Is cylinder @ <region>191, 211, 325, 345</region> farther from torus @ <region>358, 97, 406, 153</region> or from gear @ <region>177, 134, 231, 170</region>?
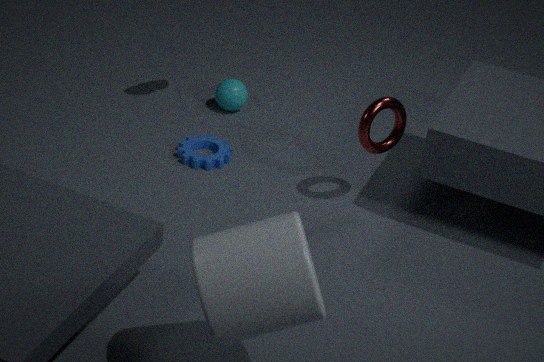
gear @ <region>177, 134, 231, 170</region>
